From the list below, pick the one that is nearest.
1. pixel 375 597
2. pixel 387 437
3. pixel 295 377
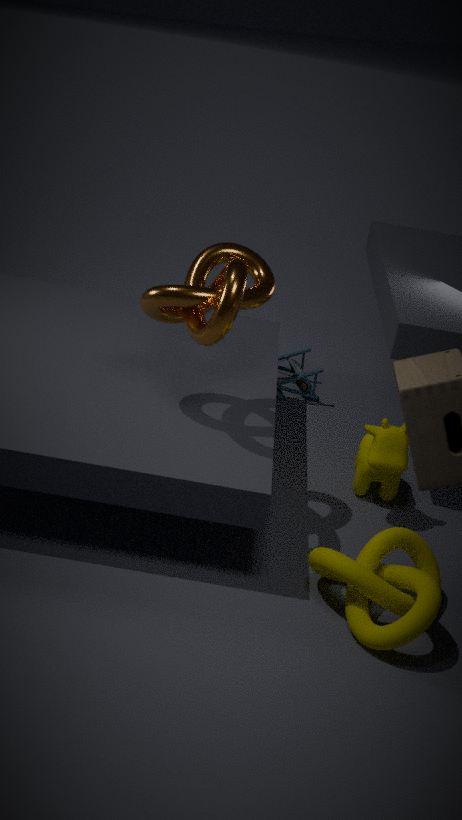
pixel 375 597
